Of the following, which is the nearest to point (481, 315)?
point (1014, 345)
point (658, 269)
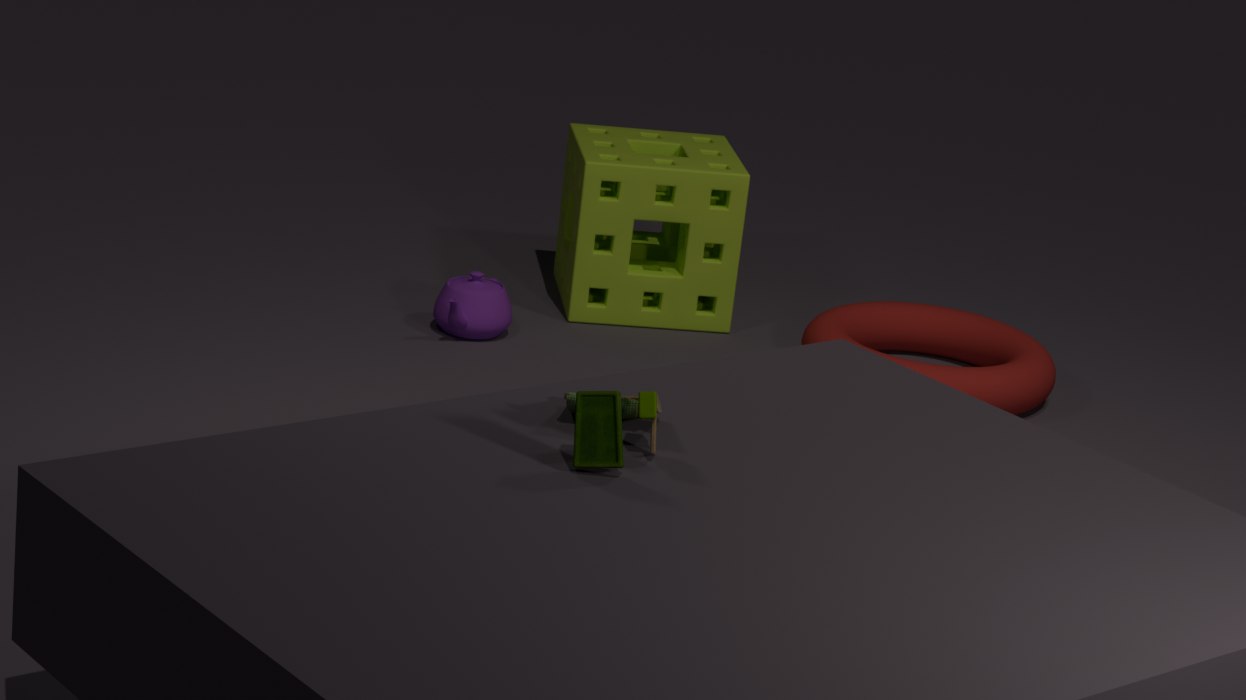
point (658, 269)
